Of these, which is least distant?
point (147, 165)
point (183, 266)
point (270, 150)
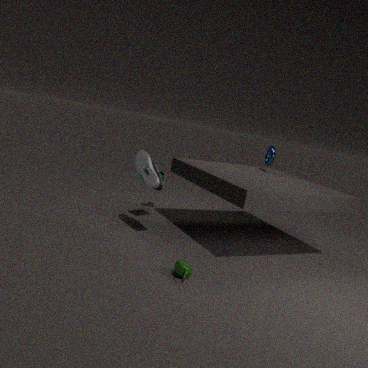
point (183, 266)
